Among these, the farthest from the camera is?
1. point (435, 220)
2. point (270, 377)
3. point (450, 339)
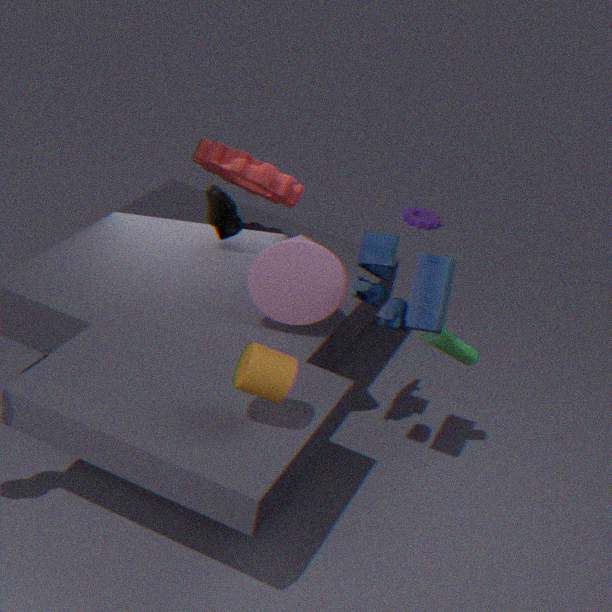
point (435, 220)
